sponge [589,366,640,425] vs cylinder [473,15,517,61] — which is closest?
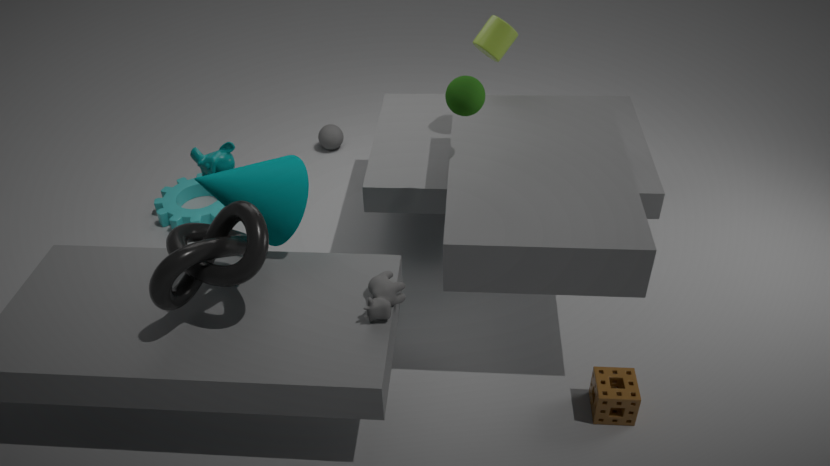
sponge [589,366,640,425]
